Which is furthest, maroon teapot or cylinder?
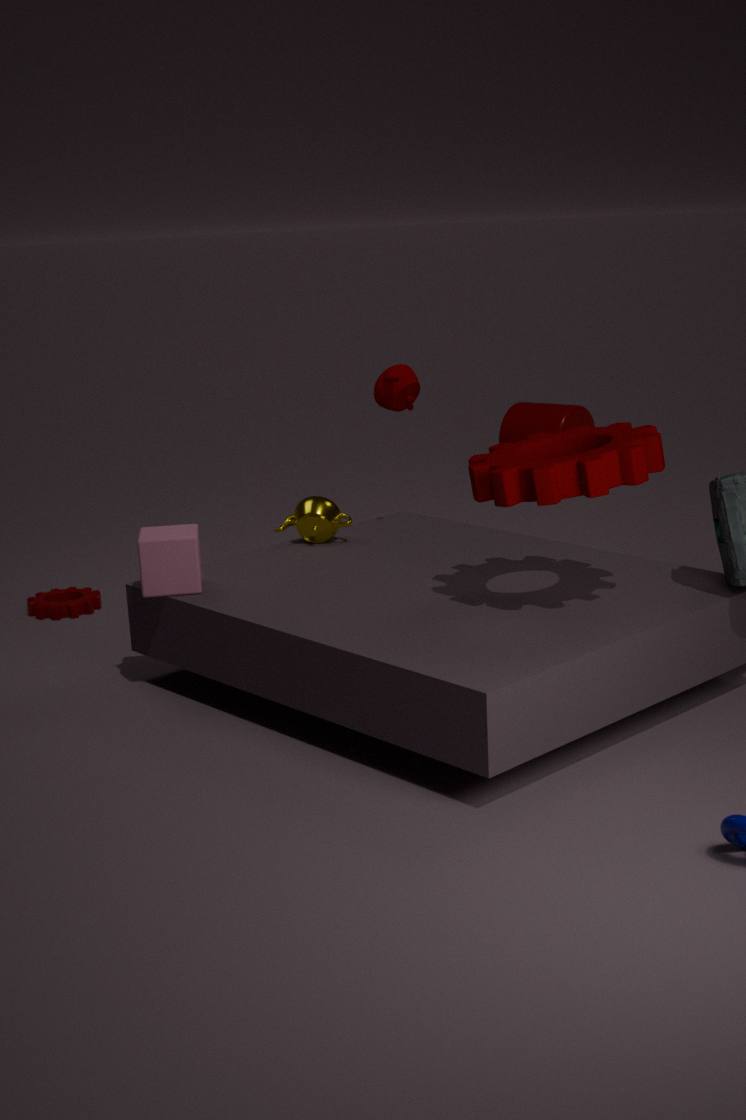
cylinder
